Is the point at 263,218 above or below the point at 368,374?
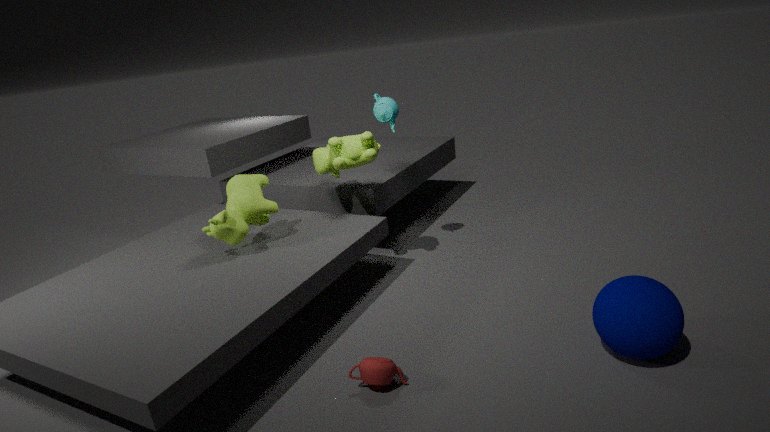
above
